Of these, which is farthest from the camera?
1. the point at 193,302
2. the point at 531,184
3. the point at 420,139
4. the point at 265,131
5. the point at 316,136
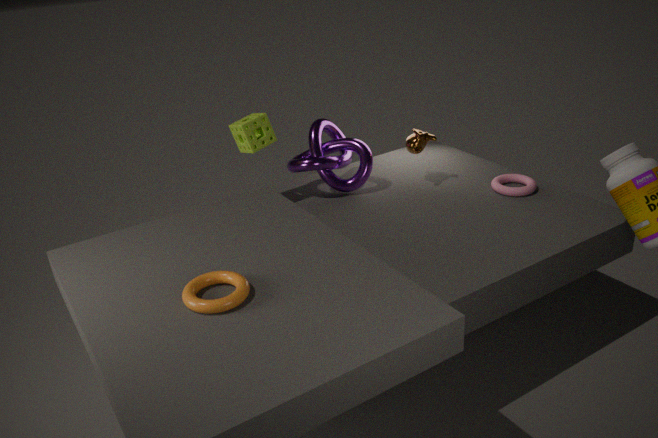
the point at 316,136
